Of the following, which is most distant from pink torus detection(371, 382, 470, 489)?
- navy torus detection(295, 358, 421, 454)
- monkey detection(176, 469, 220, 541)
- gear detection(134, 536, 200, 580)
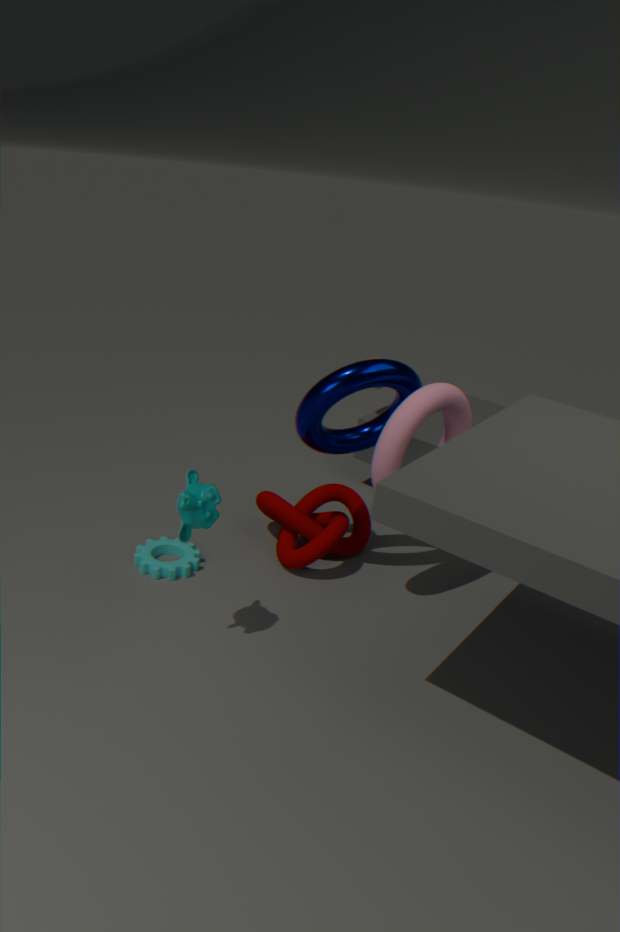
gear detection(134, 536, 200, 580)
